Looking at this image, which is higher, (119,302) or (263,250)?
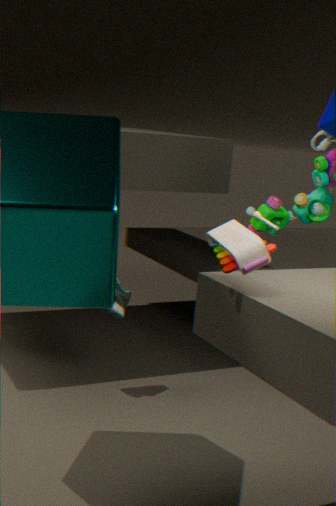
(263,250)
